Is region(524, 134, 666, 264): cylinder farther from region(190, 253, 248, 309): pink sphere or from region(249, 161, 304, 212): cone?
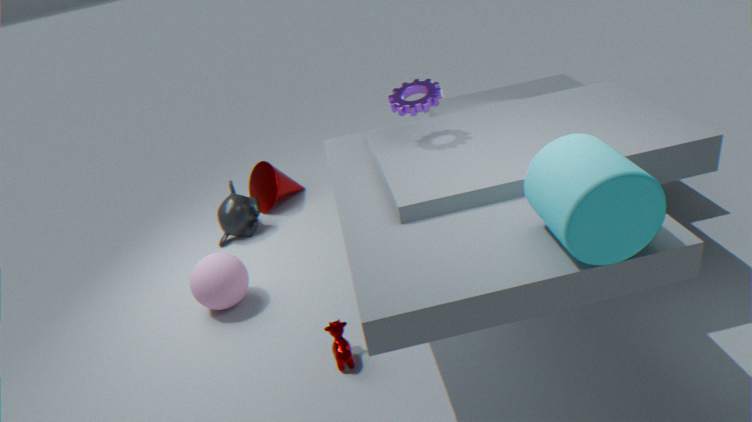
region(249, 161, 304, 212): cone
